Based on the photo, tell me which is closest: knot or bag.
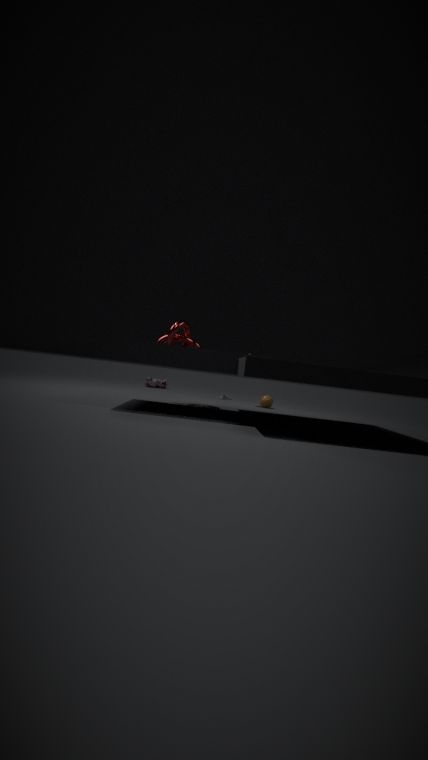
knot
